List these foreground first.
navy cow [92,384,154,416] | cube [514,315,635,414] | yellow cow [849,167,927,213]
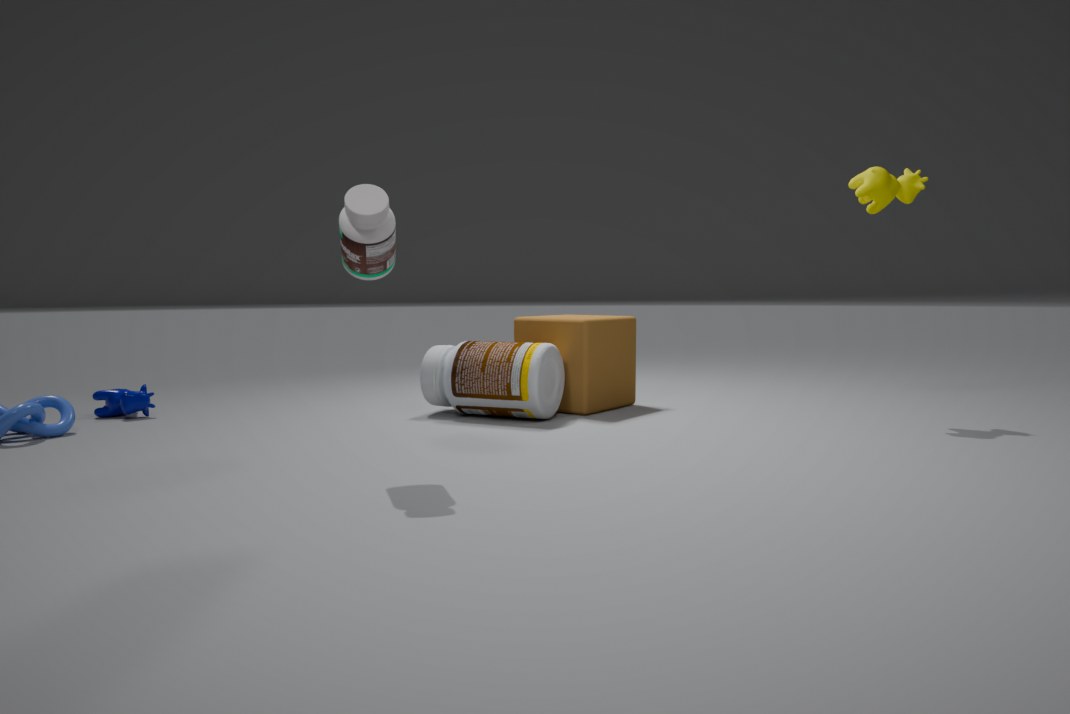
yellow cow [849,167,927,213] → navy cow [92,384,154,416] → cube [514,315,635,414]
